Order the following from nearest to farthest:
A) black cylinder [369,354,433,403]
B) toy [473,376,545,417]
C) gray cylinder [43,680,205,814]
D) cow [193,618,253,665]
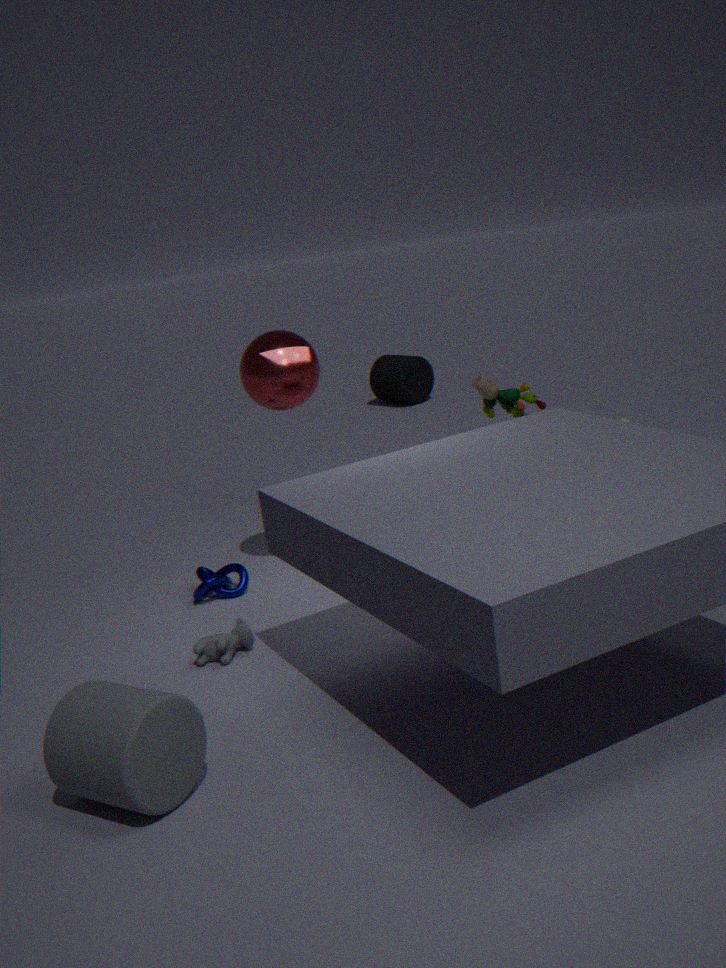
gray cylinder [43,680,205,814]
cow [193,618,253,665]
toy [473,376,545,417]
black cylinder [369,354,433,403]
